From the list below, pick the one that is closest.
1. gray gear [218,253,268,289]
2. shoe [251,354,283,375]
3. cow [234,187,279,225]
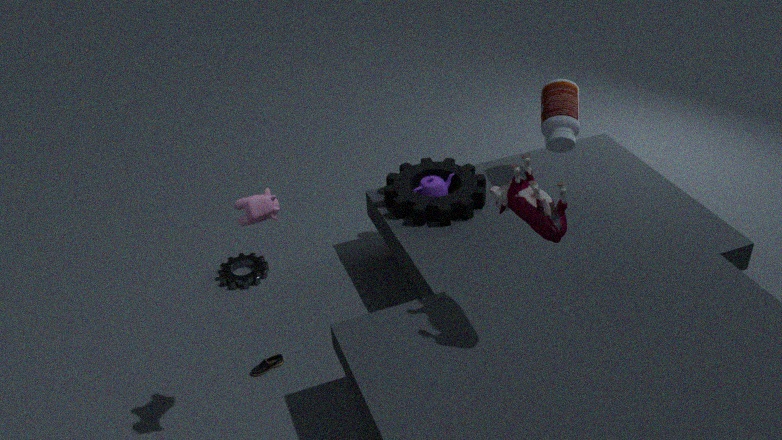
cow [234,187,279,225]
